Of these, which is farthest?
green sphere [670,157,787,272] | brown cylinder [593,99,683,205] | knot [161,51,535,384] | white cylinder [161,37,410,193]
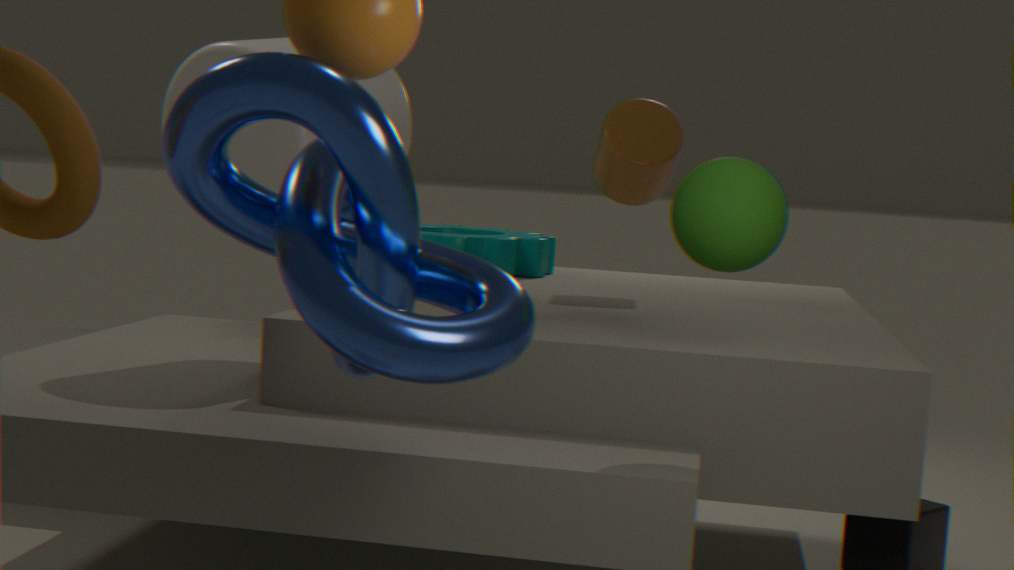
brown cylinder [593,99,683,205]
